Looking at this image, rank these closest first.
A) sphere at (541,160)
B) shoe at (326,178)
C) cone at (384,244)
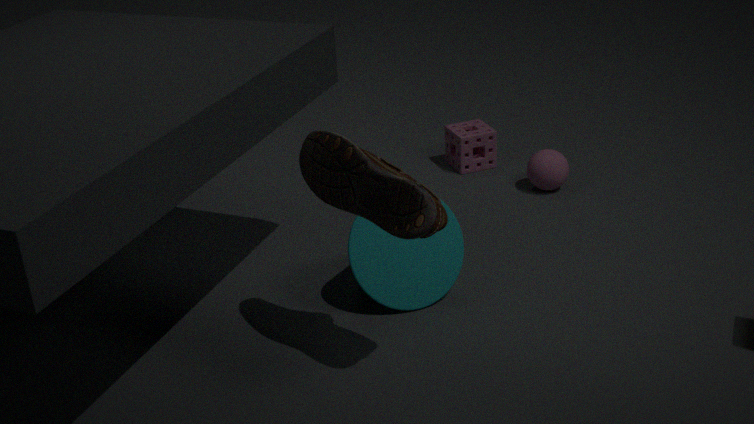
1. shoe at (326,178)
2. cone at (384,244)
3. sphere at (541,160)
